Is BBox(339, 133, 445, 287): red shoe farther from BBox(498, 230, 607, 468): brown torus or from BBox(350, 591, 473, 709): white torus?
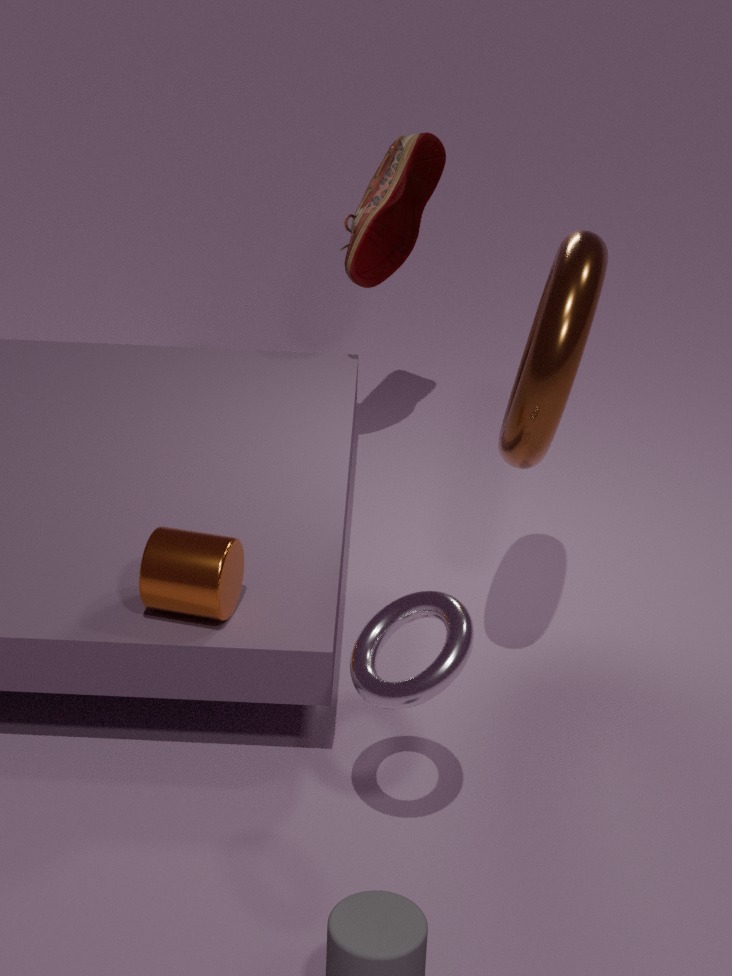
BBox(350, 591, 473, 709): white torus
